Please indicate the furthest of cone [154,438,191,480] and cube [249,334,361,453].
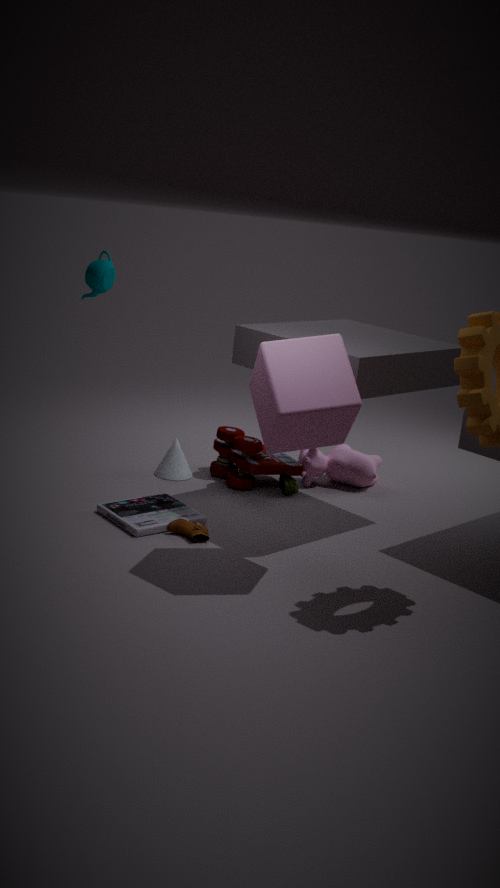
cone [154,438,191,480]
